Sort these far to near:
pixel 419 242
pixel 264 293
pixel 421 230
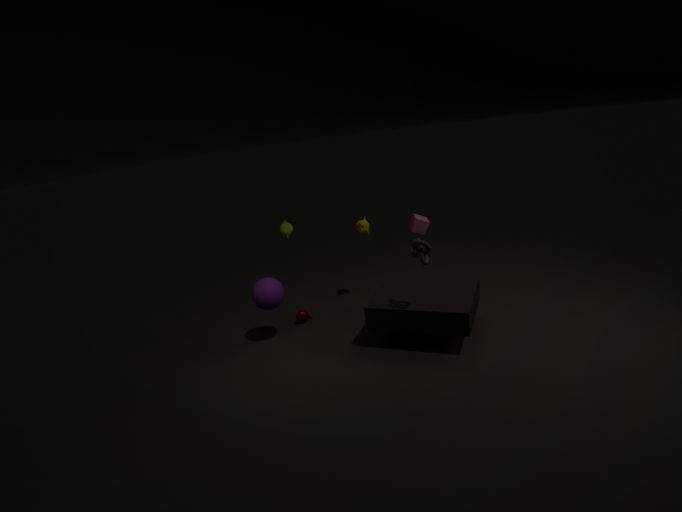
pixel 421 230 → pixel 264 293 → pixel 419 242
